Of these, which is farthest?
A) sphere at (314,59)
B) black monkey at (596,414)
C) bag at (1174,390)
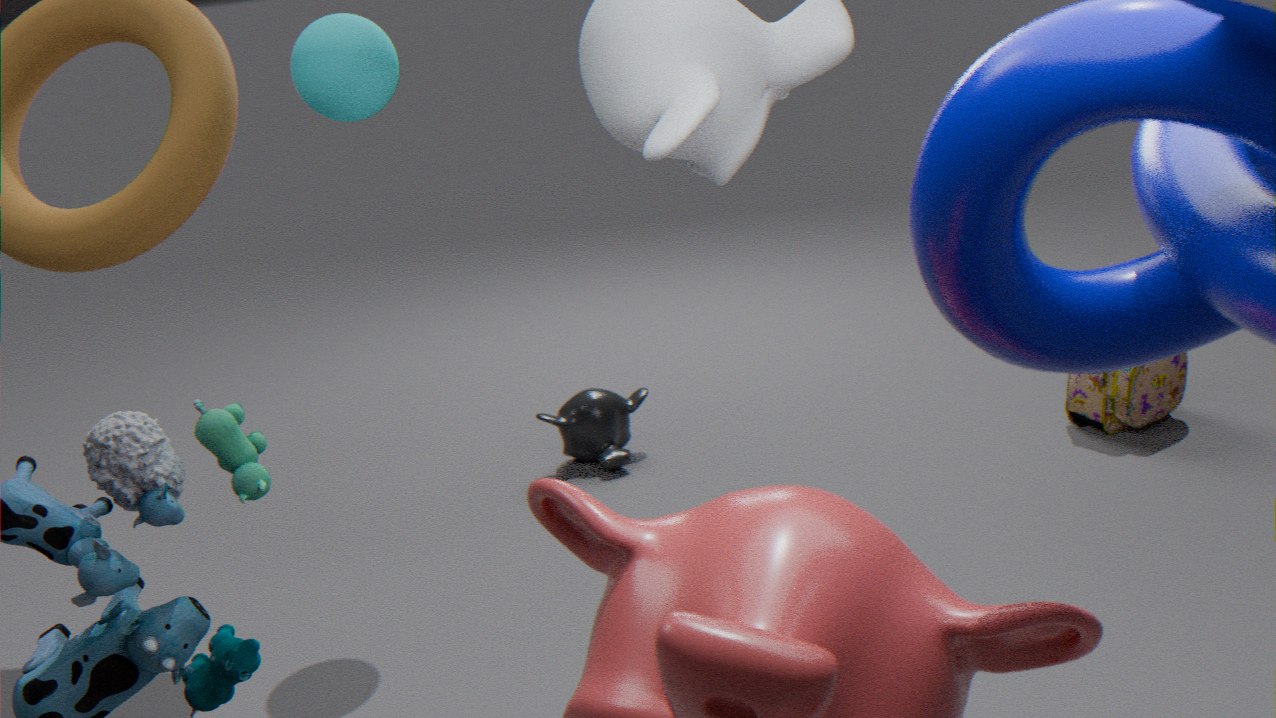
black monkey at (596,414)
